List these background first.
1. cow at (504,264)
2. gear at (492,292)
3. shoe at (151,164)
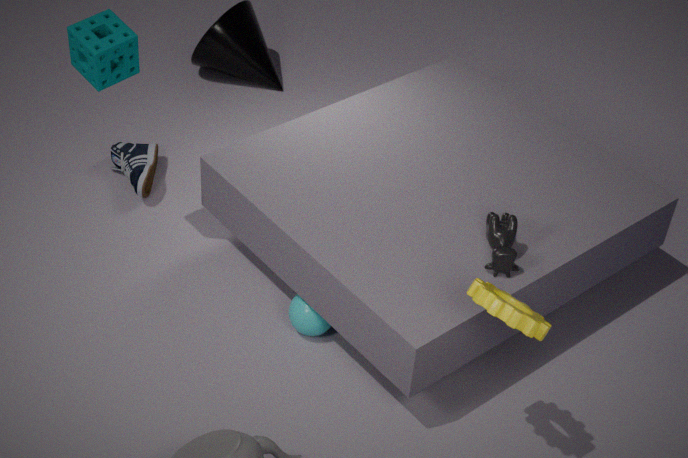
shoe at (151,164), cow at (504,264), gear at (492,292)
